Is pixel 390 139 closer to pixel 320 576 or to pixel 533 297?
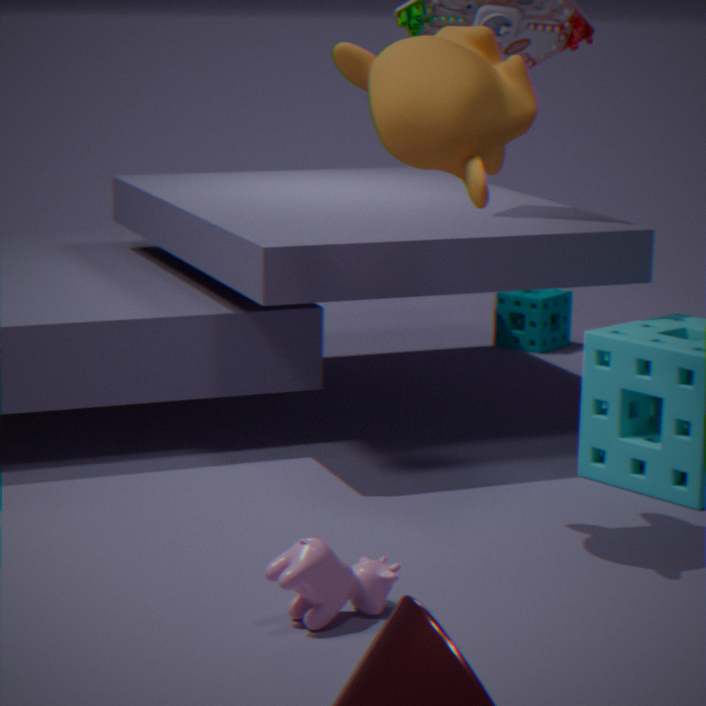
pixel 320 576
